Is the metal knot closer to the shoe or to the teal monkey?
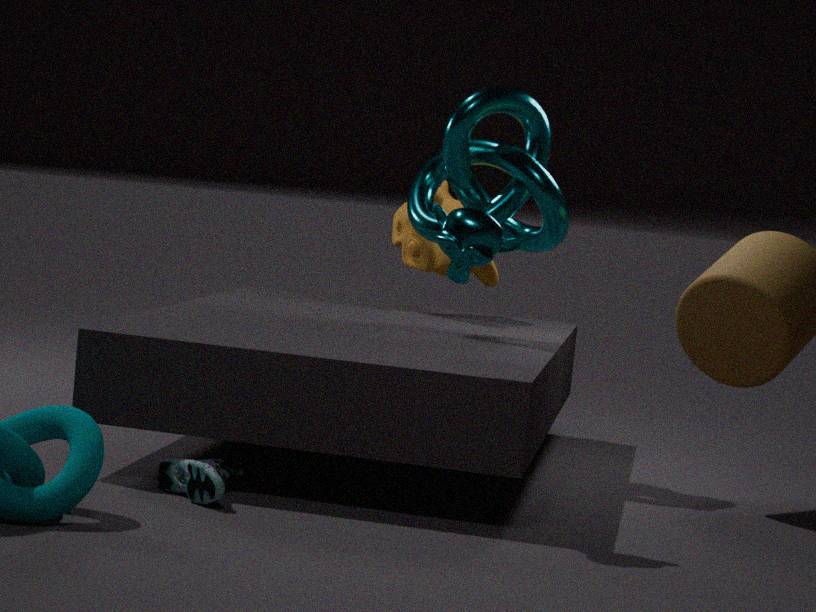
the teal monkey
